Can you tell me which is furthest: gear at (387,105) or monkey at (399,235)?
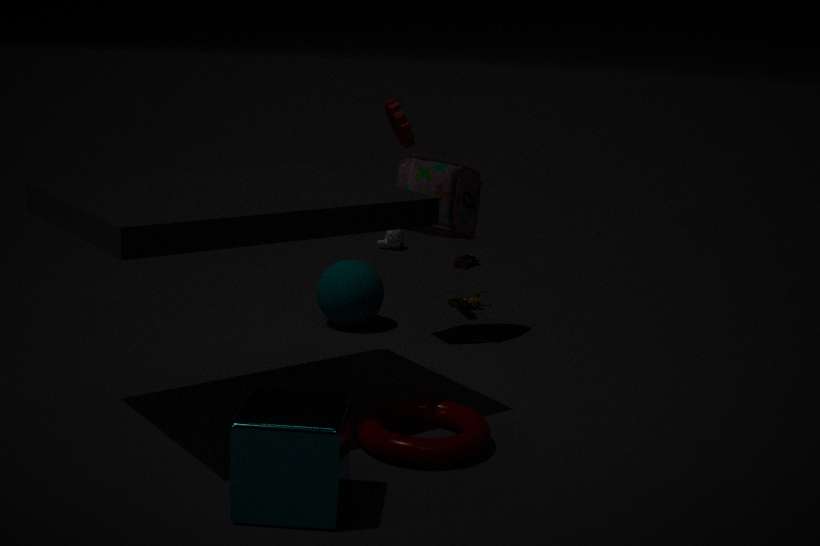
monkey at (399,235)
